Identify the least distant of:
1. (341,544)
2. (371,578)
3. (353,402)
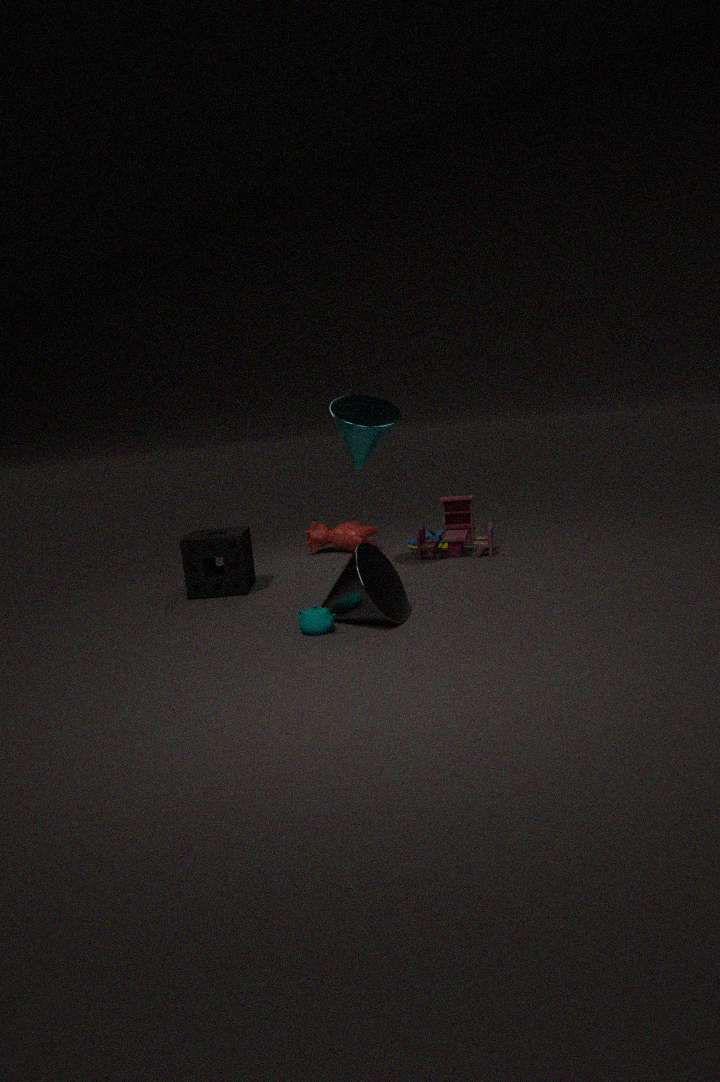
(371,578)
